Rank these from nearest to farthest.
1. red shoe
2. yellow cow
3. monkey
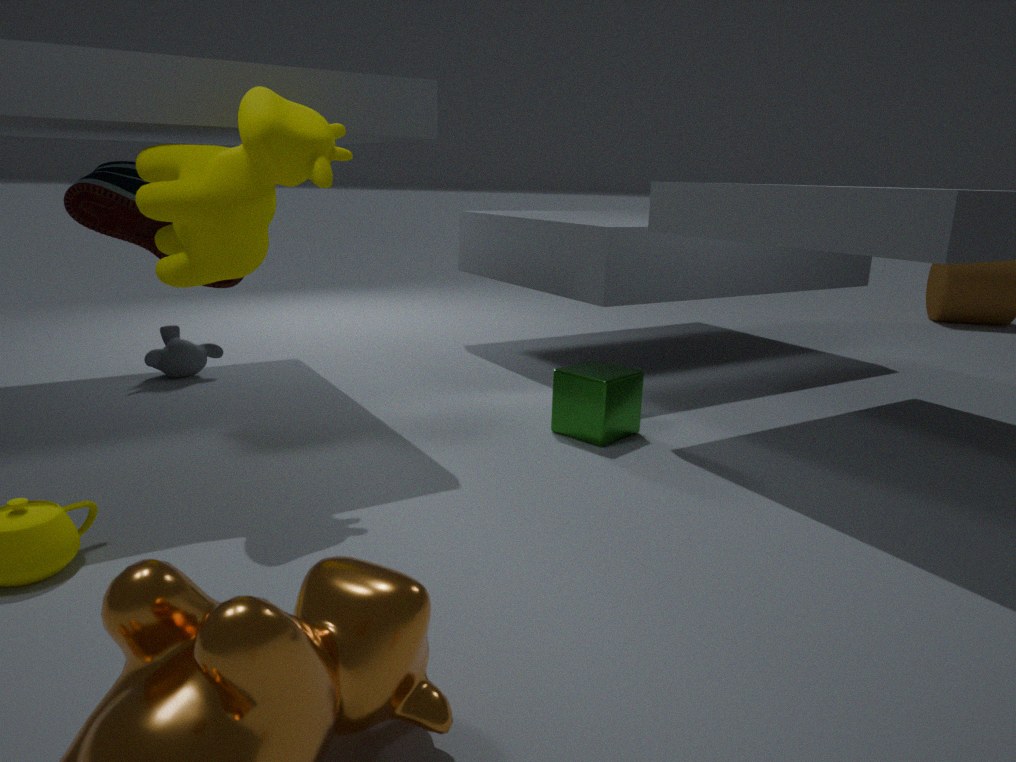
1. yellow cow
2. red shoe
3. monkey
